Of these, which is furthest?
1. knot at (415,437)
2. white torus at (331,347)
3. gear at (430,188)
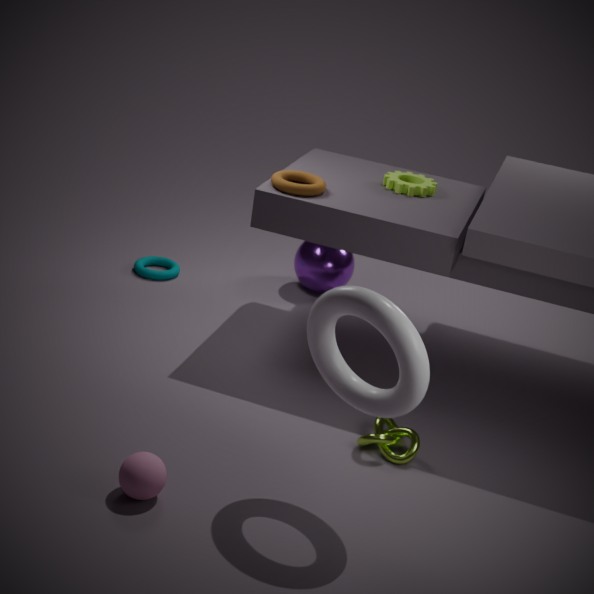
gear at (430,188)
